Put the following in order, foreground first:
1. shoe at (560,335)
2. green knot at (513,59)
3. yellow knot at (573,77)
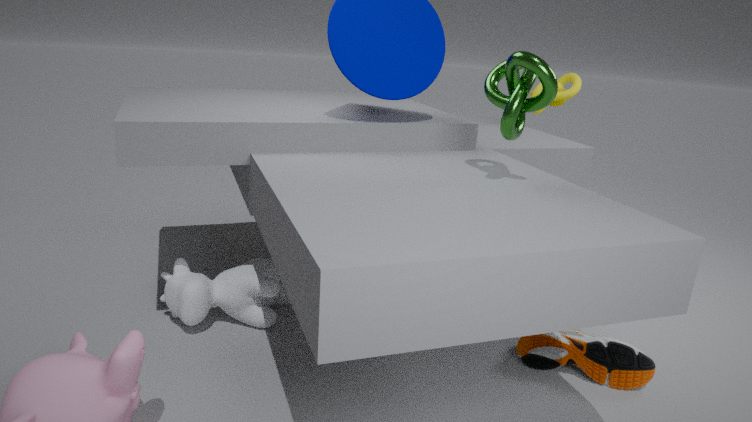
green knot at (513,59) → shoe at (560,335) → yellow knot at (573,77)
